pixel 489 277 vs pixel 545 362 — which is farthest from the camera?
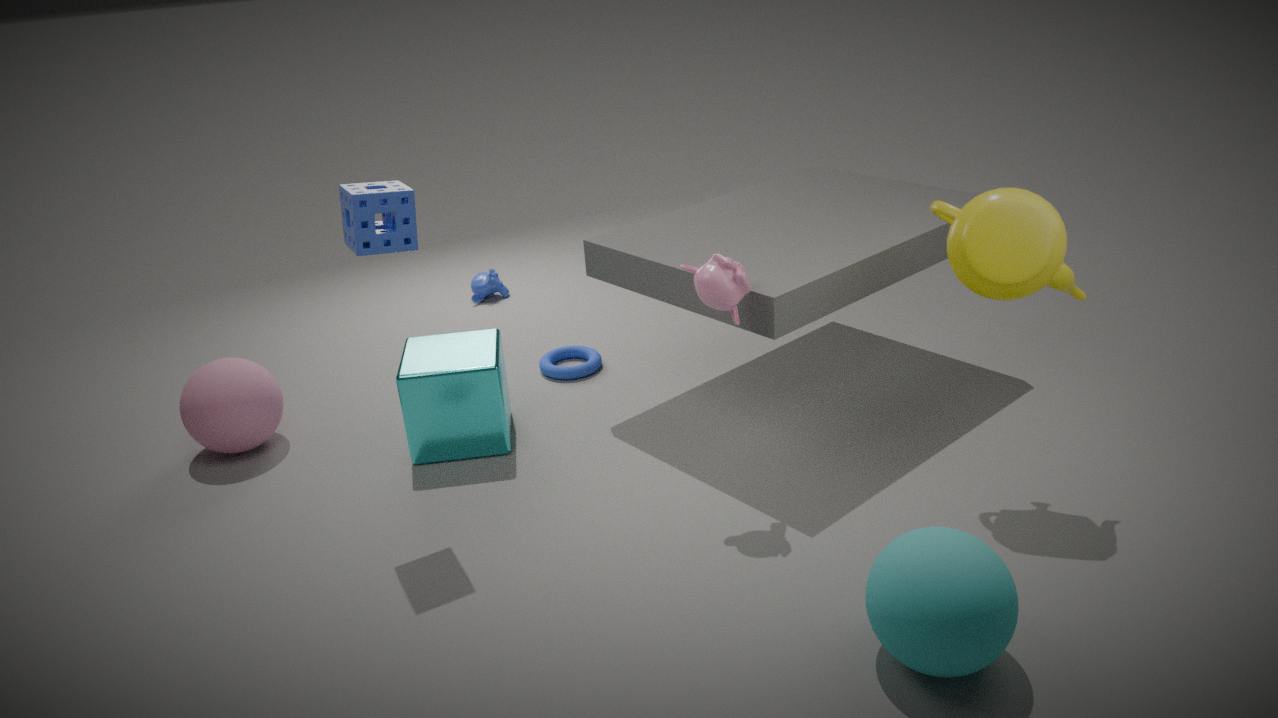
pixel 489 277
